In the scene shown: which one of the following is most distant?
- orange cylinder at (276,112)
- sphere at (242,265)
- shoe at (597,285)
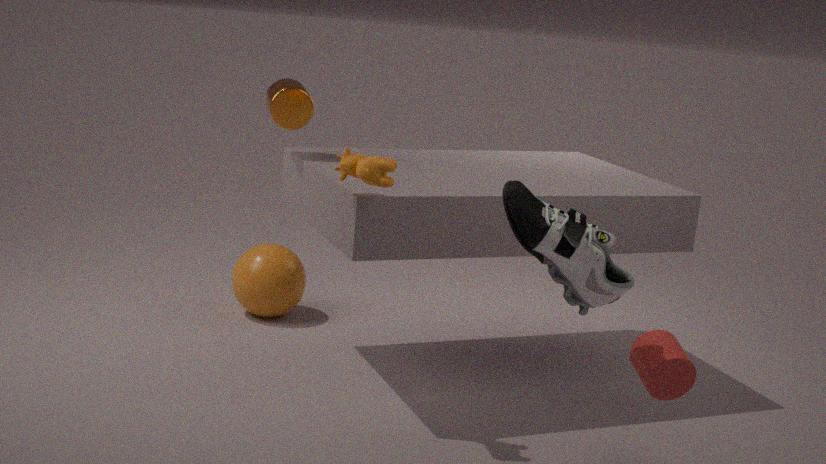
sphere at (242,265)
